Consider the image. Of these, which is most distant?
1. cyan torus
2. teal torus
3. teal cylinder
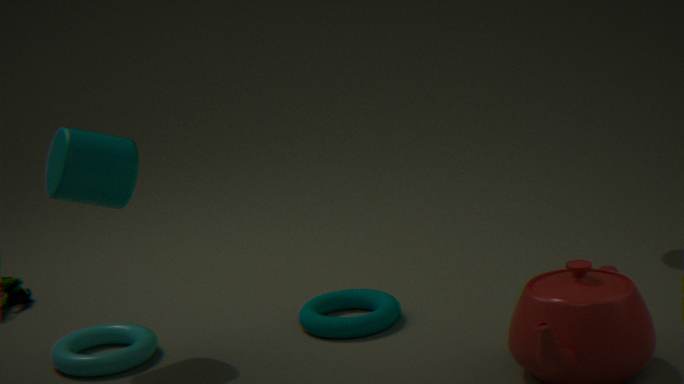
teal torus
